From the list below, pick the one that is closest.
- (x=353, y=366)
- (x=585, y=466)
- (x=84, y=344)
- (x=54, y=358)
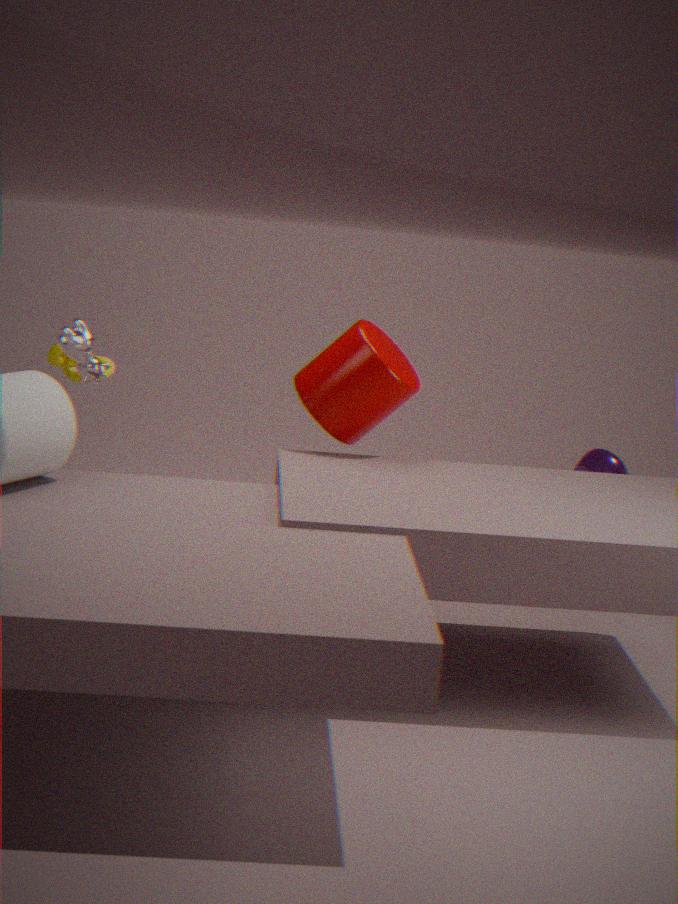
(x=84, y=344)
